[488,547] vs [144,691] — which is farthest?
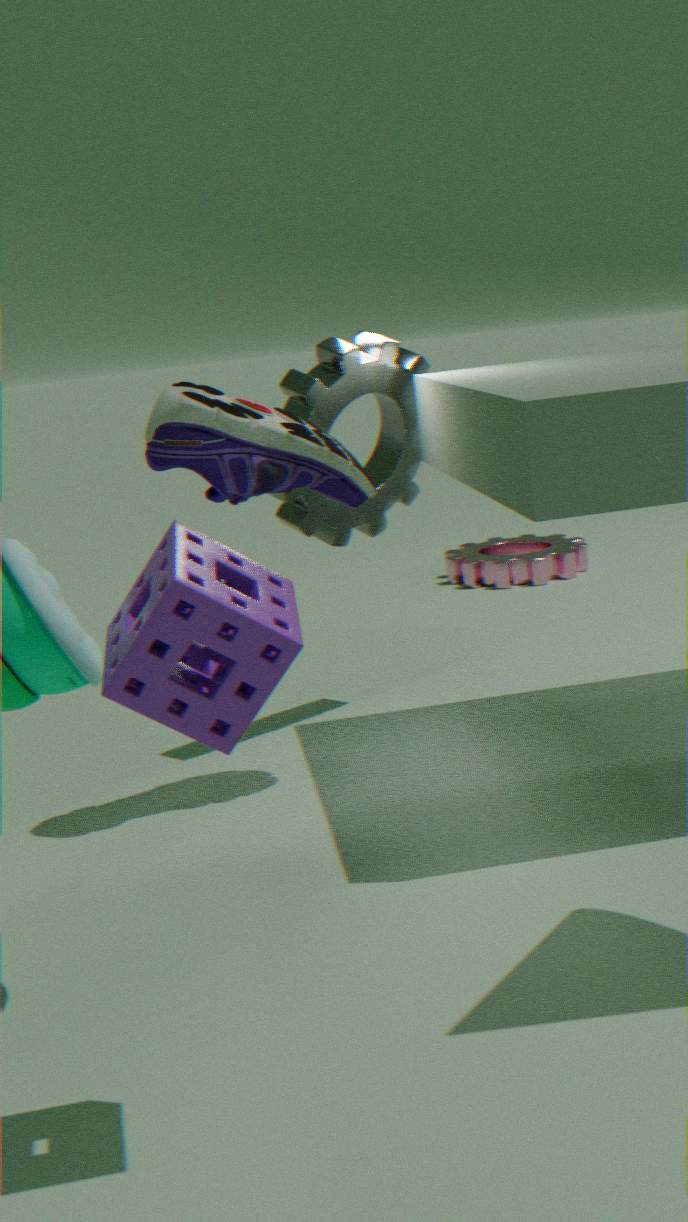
[488,547]
